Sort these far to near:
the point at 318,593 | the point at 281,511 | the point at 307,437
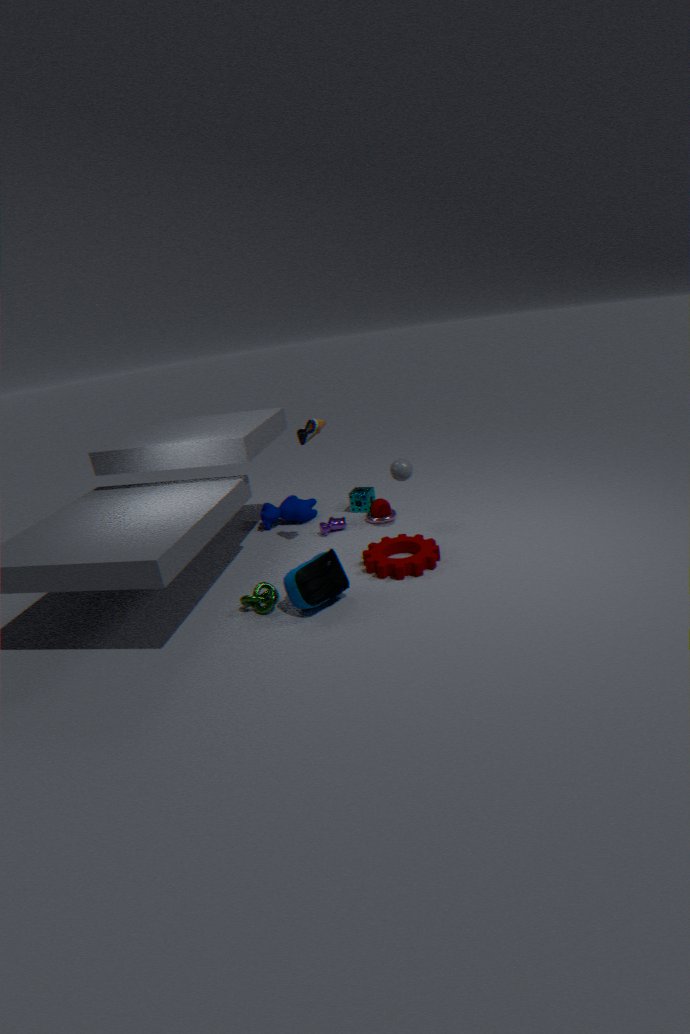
1. the point at 281,511
2. the point at 307,437
3. the point at 318,593
